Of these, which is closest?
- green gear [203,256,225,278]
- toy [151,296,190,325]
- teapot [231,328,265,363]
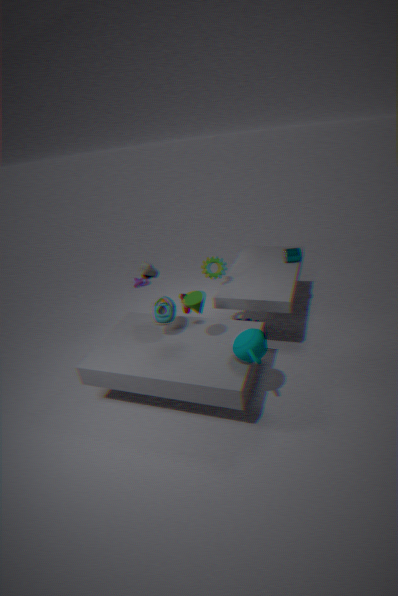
teapot [231,328,265,363]
